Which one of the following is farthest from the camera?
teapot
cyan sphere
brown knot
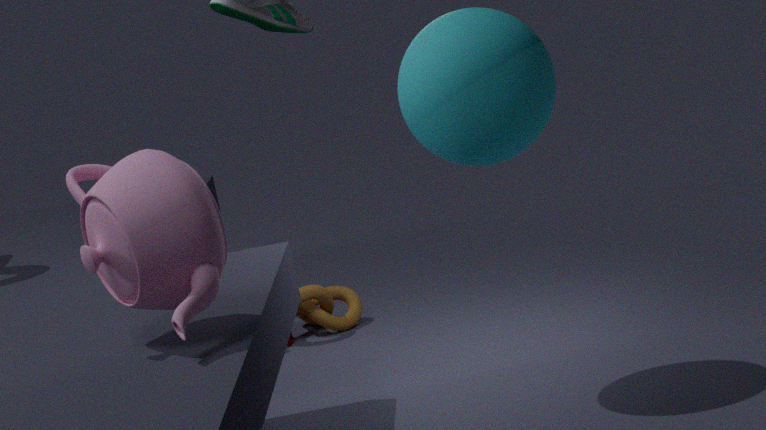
brown knot
